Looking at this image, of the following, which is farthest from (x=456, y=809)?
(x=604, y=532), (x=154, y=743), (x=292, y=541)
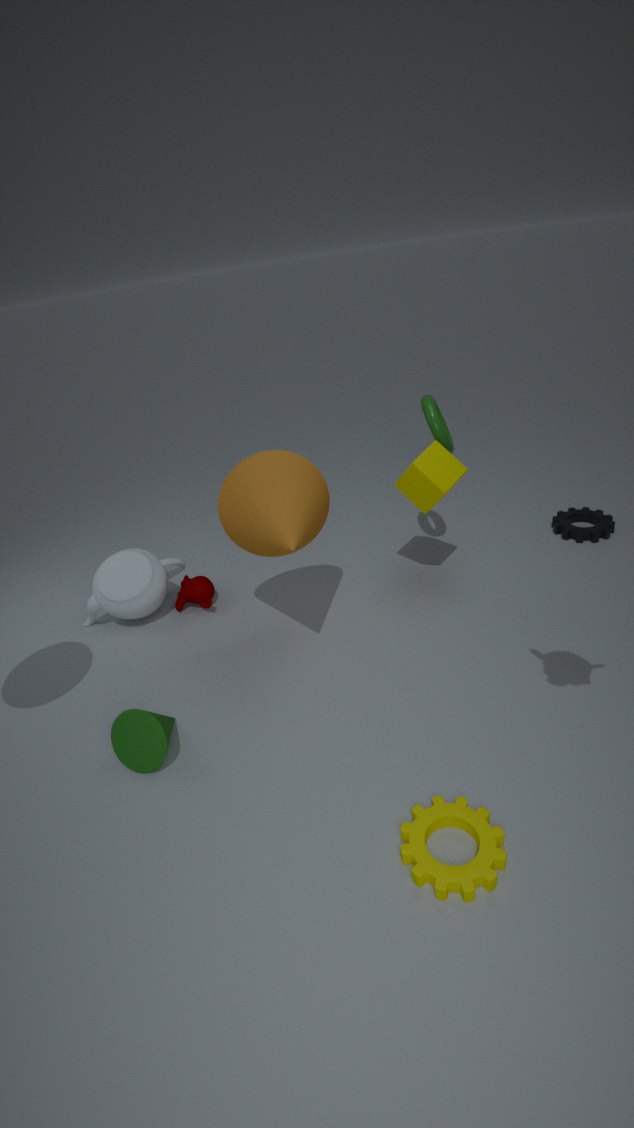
(x=604, y=532)
